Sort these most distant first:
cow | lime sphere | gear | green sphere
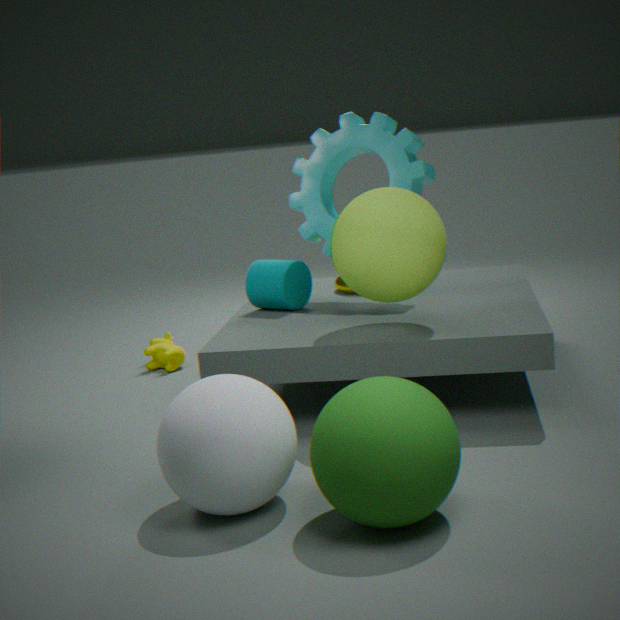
cow
gear
lime sphere
green sphere
